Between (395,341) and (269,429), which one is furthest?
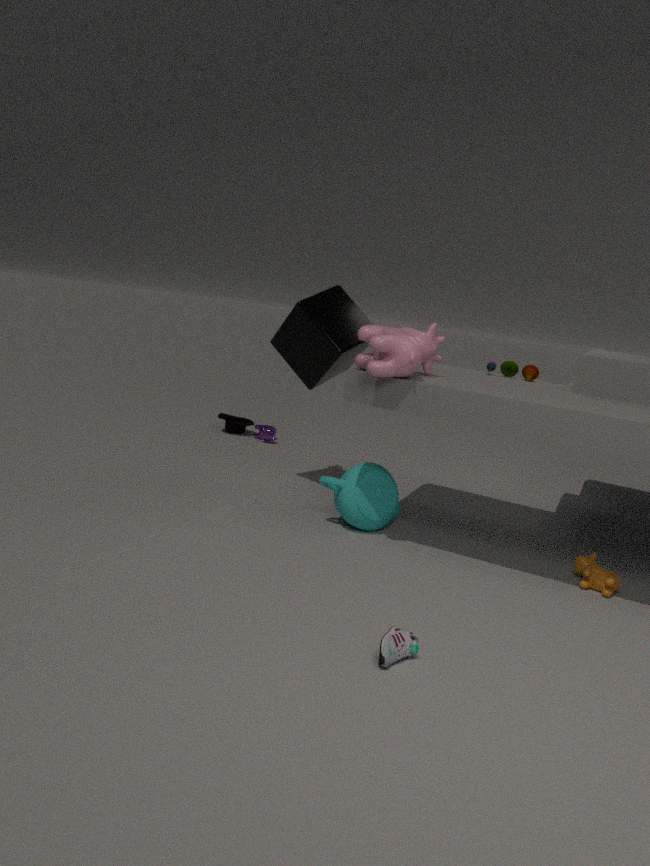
(269,429)
